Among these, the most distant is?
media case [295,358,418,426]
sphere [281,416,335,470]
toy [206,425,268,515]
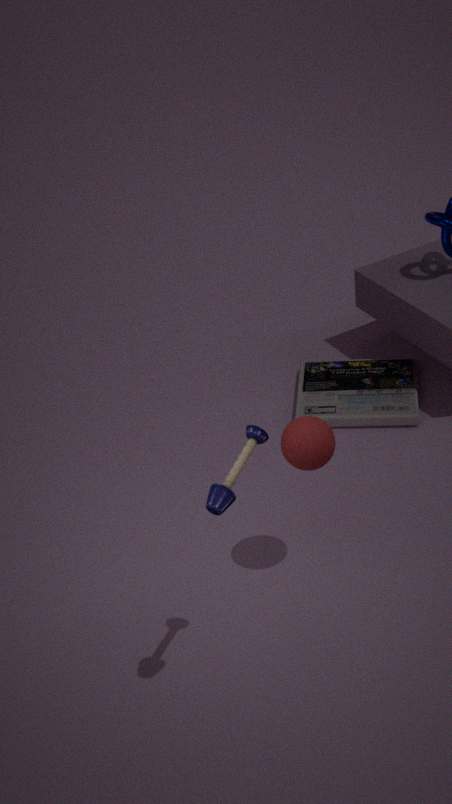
media case [295,358,418,426]
